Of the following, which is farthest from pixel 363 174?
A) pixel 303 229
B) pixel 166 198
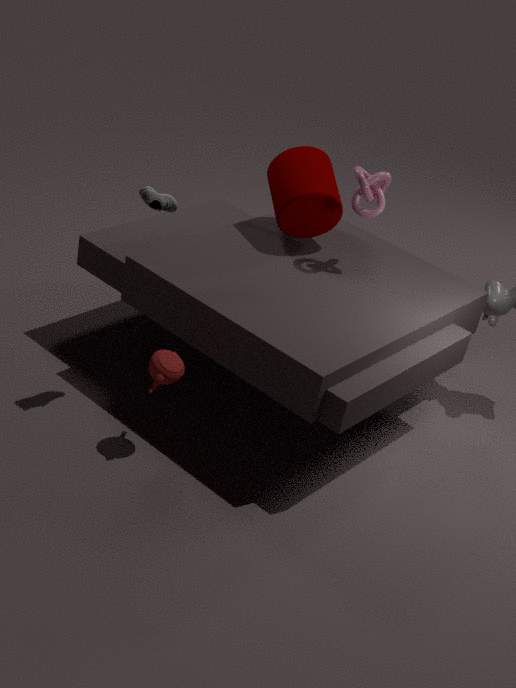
pixel 166 198
